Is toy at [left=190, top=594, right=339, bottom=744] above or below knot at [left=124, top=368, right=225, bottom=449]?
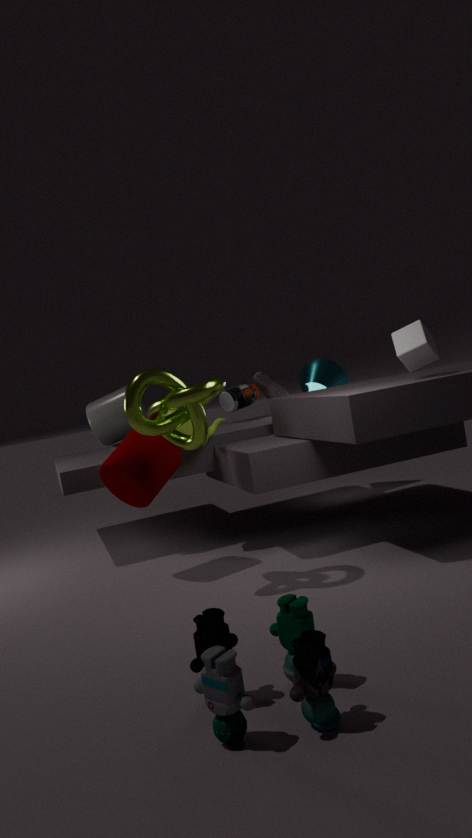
below
